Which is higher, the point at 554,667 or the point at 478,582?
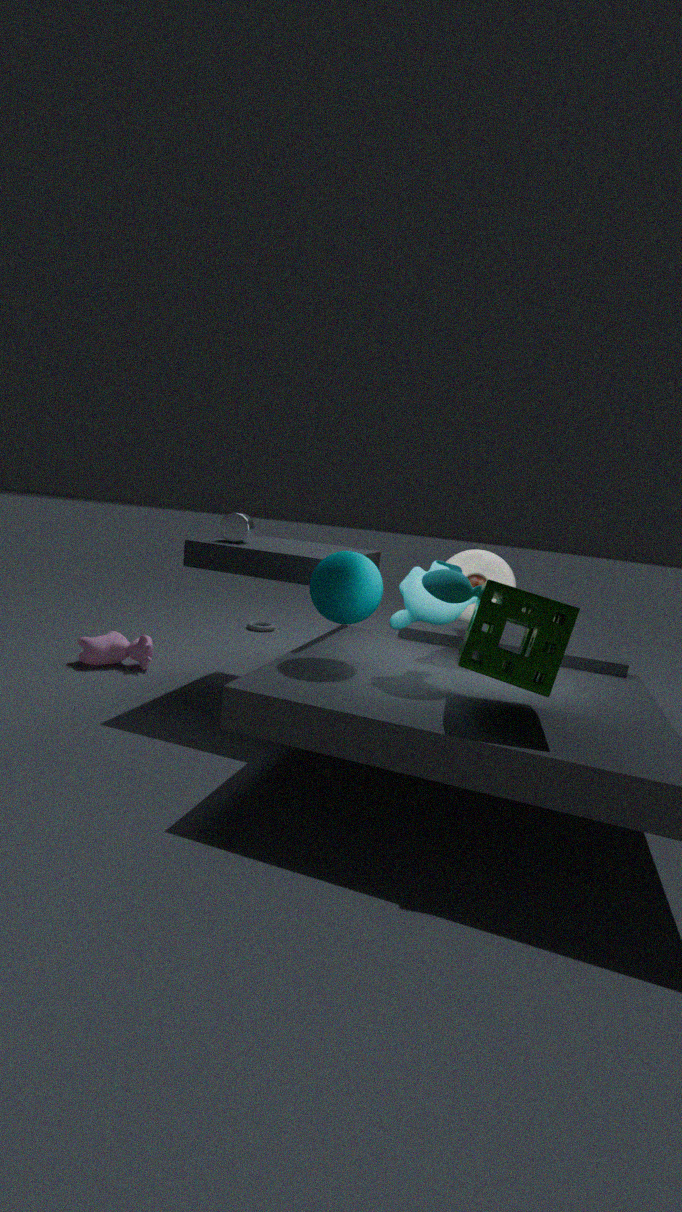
the point at 478,582
